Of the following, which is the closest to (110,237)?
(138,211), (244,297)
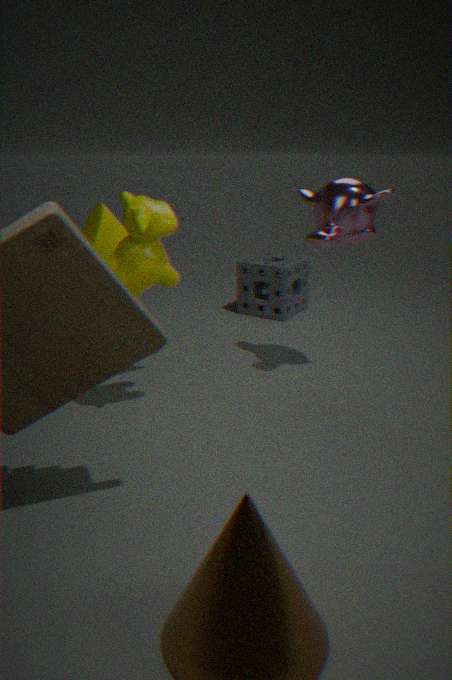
(138,211)
